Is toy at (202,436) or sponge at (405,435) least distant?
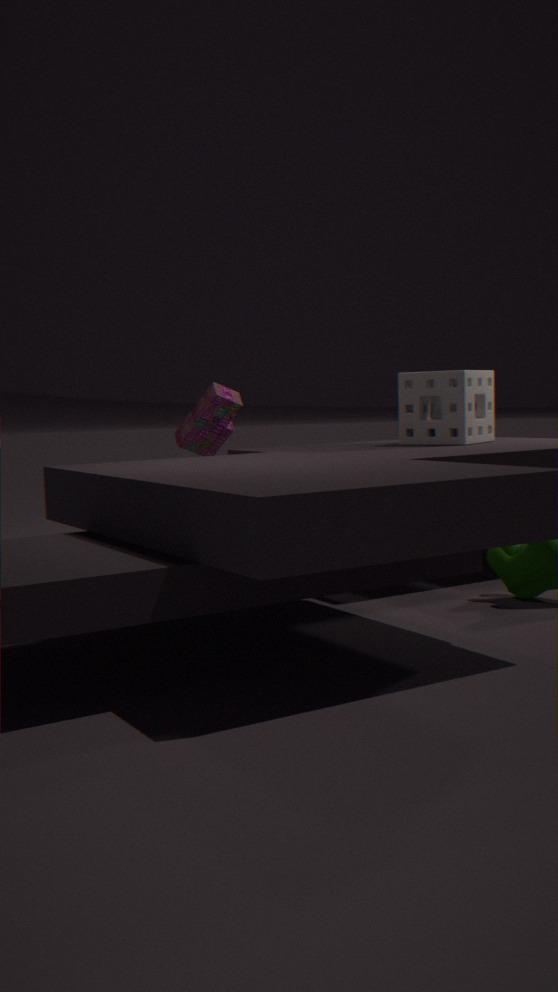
sponge at (405,435)
